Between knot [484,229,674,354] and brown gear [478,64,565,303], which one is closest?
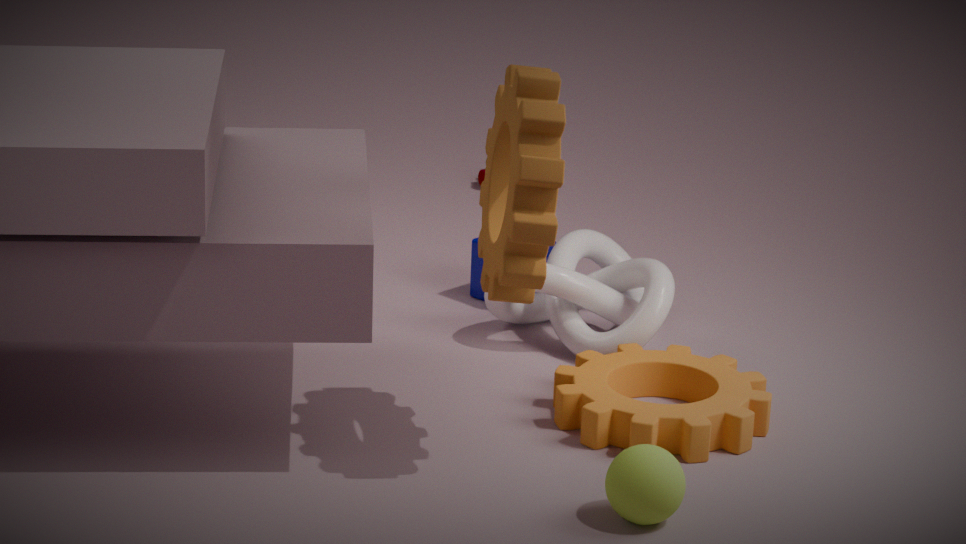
brown gear [478,64,565,303]
